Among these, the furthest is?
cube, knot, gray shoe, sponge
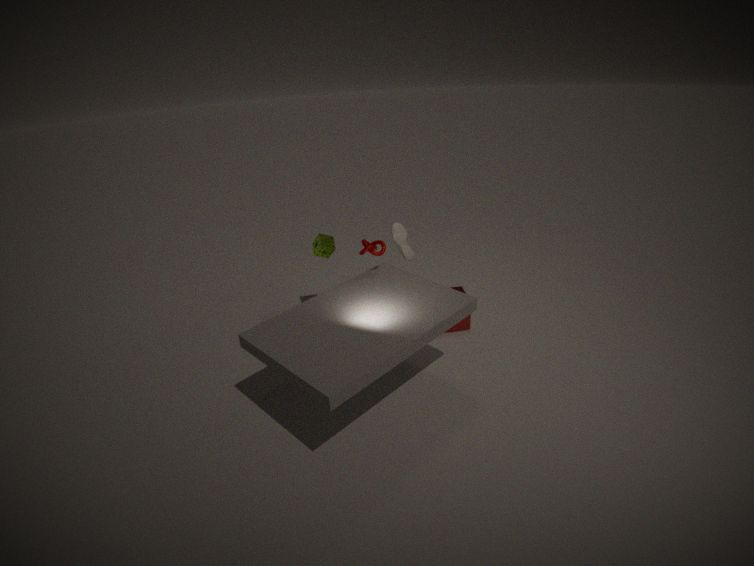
gray shoe
